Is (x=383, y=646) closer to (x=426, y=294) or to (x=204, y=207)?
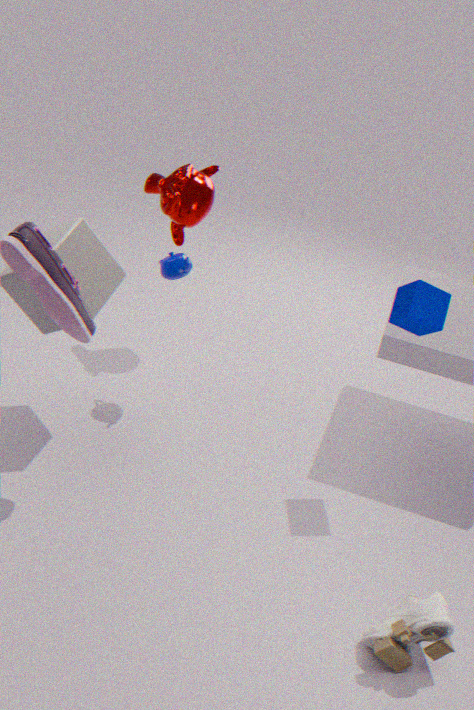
(x=426, y=294)
